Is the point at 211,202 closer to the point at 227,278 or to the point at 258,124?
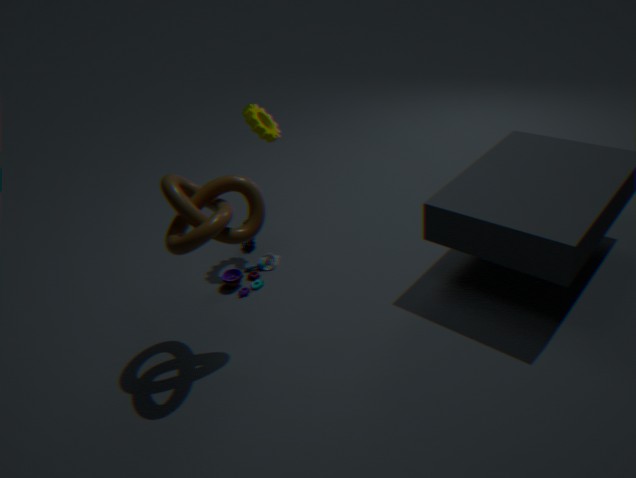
the point at 227,278
